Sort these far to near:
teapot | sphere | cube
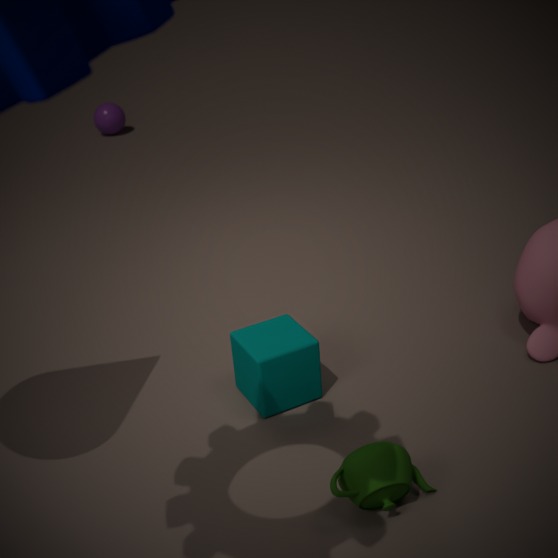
sphere
cube
teapot
